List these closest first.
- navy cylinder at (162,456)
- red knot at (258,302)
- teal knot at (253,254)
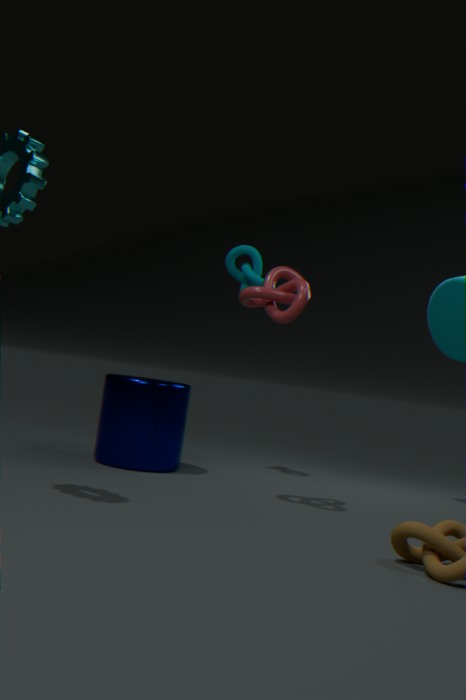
Result: red knot at (258,302), navy cylinder at (162,456), teal knot at (253,254)
